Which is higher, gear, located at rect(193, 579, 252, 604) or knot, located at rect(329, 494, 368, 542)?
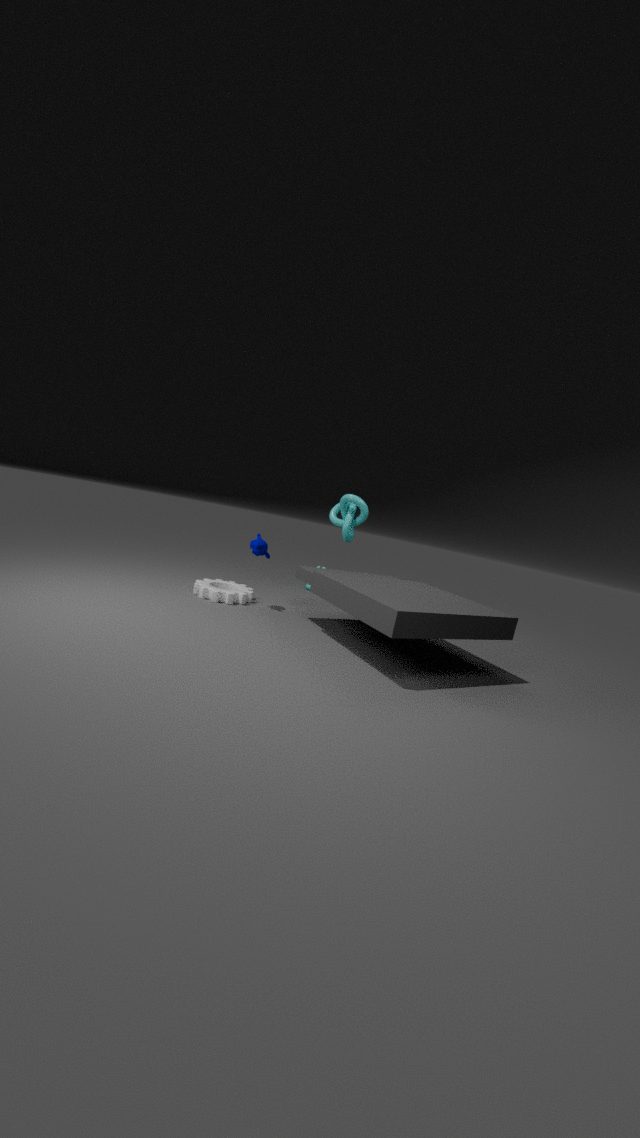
knot, located at rect(329, 494, 368, 542)
